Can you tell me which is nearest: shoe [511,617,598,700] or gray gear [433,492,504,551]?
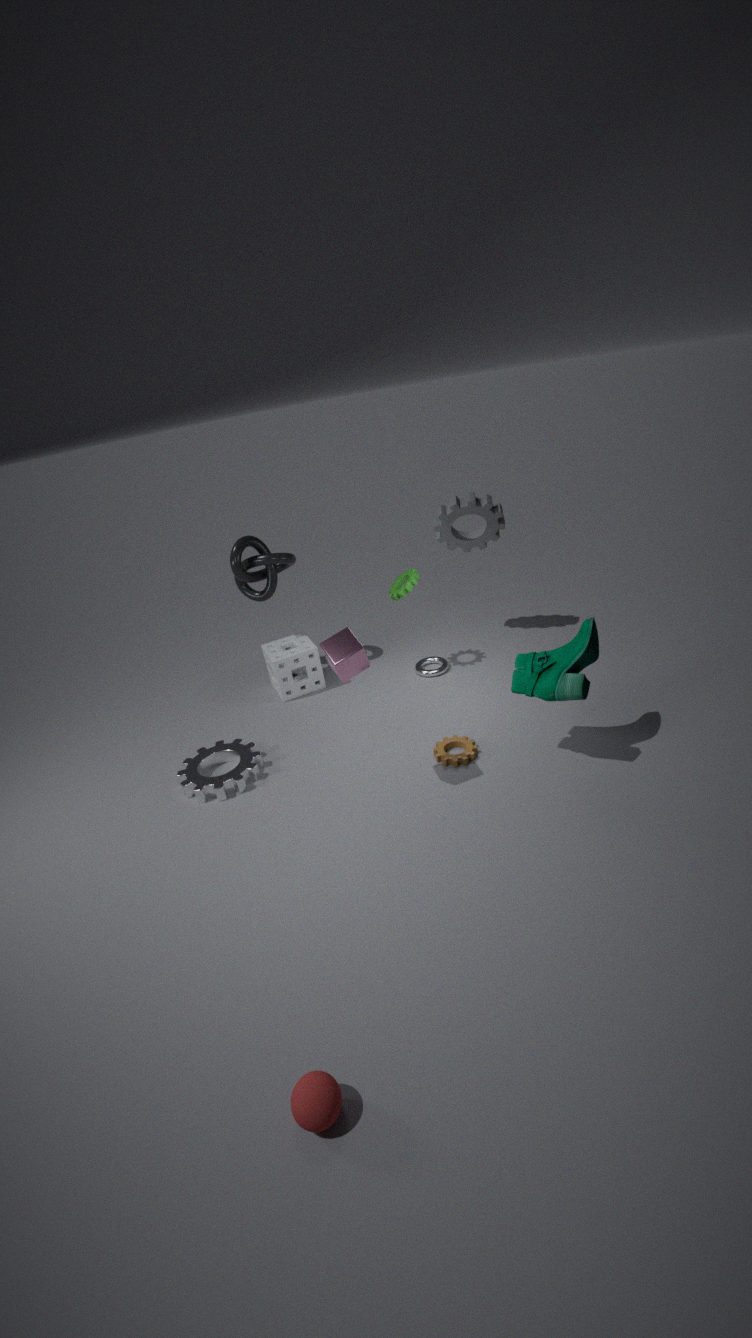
shoe [511,617,598,700]
